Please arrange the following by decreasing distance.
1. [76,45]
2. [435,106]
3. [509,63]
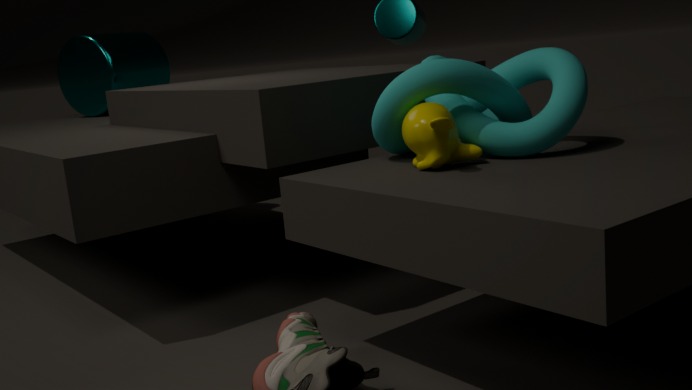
[76,45] < [509,63] < [435,106]
